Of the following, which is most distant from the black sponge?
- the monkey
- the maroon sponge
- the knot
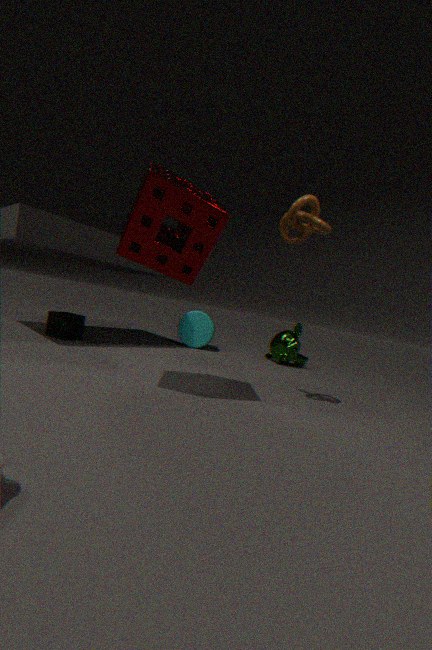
the monkey
